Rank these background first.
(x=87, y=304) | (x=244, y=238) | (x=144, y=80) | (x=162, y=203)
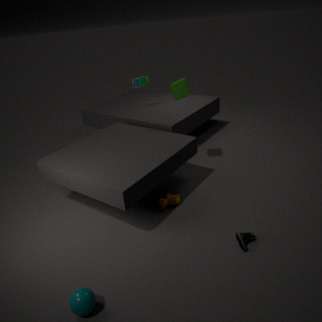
(x=144, y=80) < (x=162, y=203) < (x=244, y=238) < (x=87, y=304)
